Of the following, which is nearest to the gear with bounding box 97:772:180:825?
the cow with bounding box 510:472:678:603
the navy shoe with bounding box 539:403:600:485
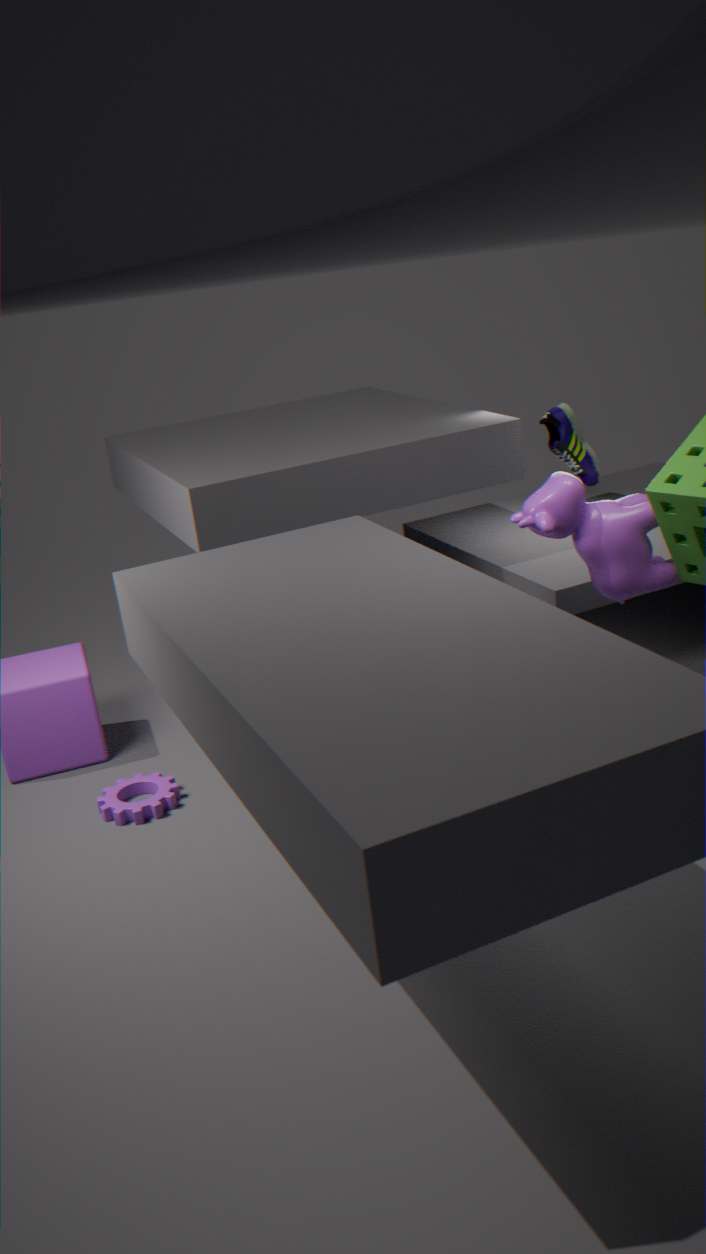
the cow with bounding box 510:472:678:603
